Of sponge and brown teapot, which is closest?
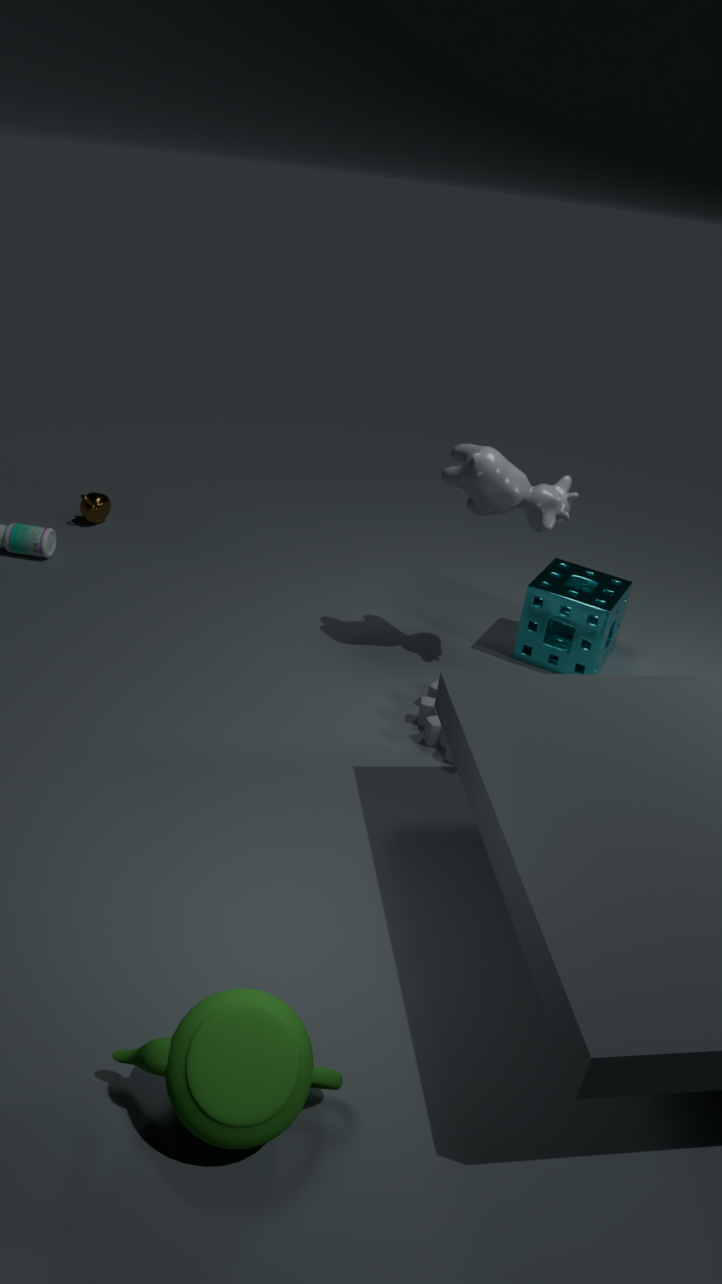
sponge
